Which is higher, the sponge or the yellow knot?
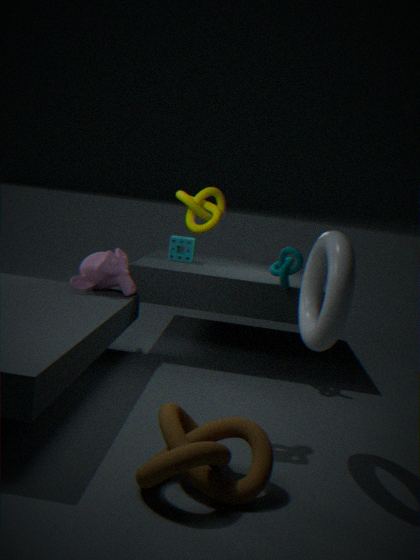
the yellow knot
